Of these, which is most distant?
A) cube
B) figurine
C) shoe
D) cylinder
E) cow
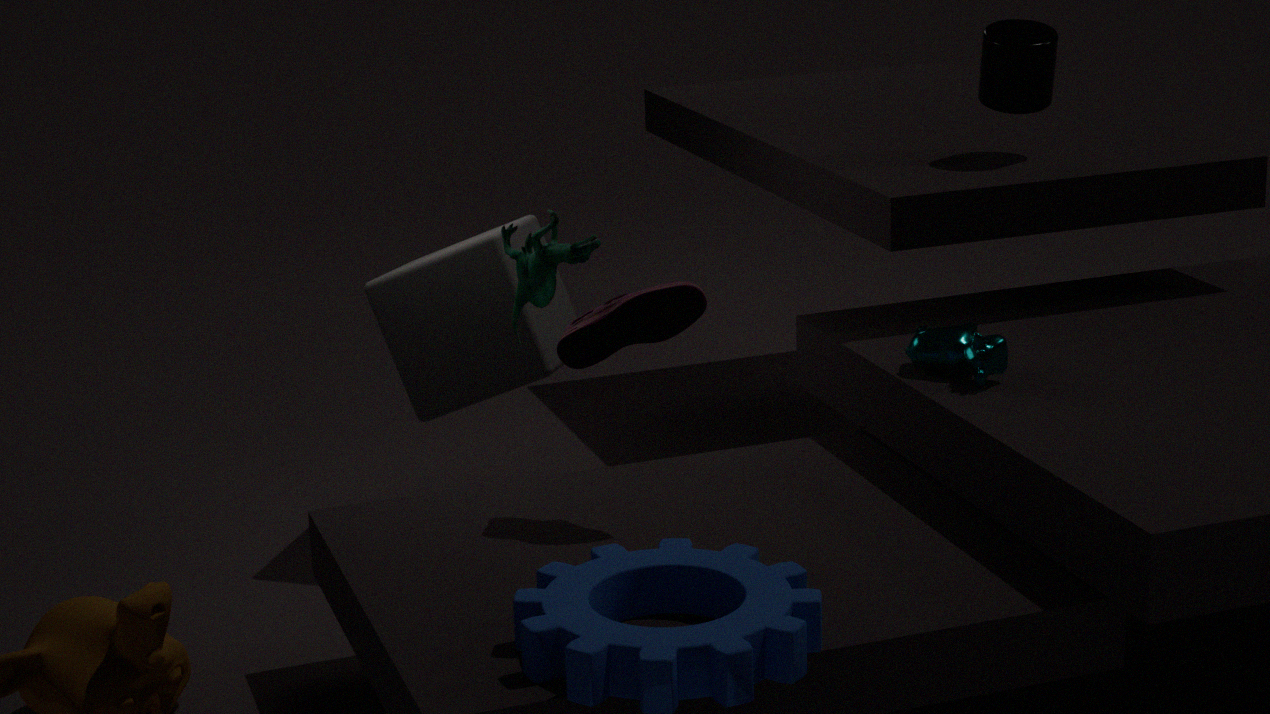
cylinder
